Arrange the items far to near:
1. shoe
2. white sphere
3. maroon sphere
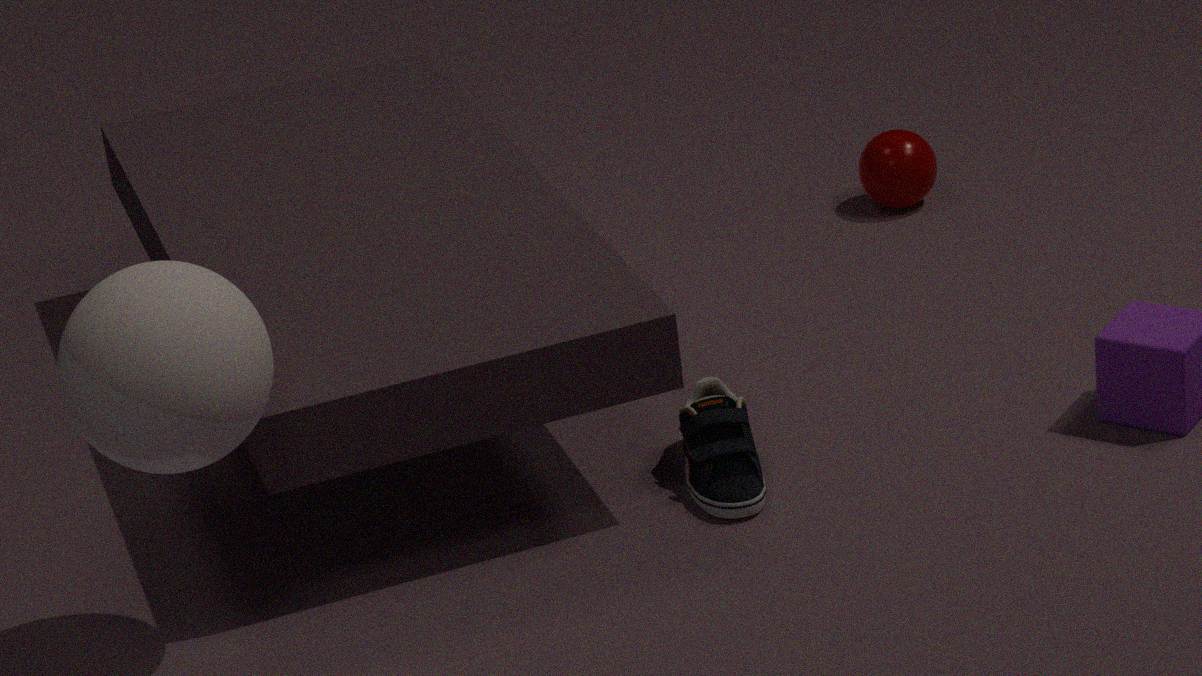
1. maroon sphere
2. shoe
3. white sphere
